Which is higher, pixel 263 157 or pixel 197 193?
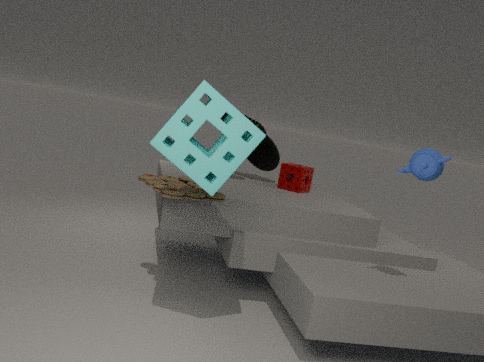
pixel 263 157
